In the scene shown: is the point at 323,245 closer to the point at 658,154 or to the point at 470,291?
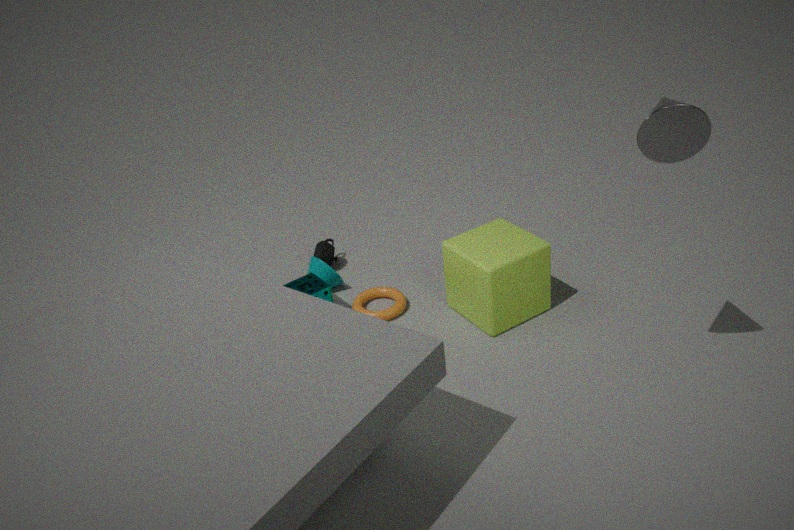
the point at 470,291
